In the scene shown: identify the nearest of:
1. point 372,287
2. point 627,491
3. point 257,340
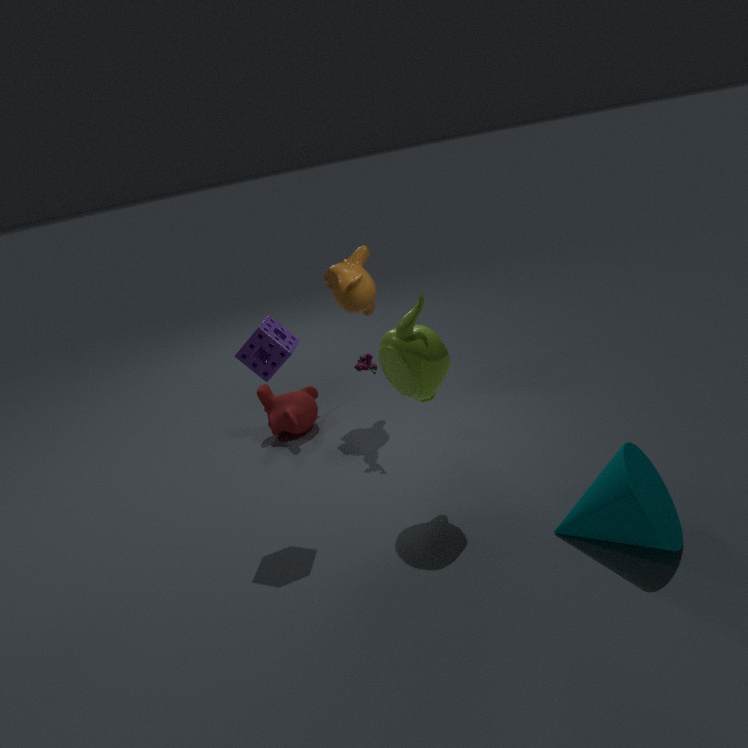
point 627,491
